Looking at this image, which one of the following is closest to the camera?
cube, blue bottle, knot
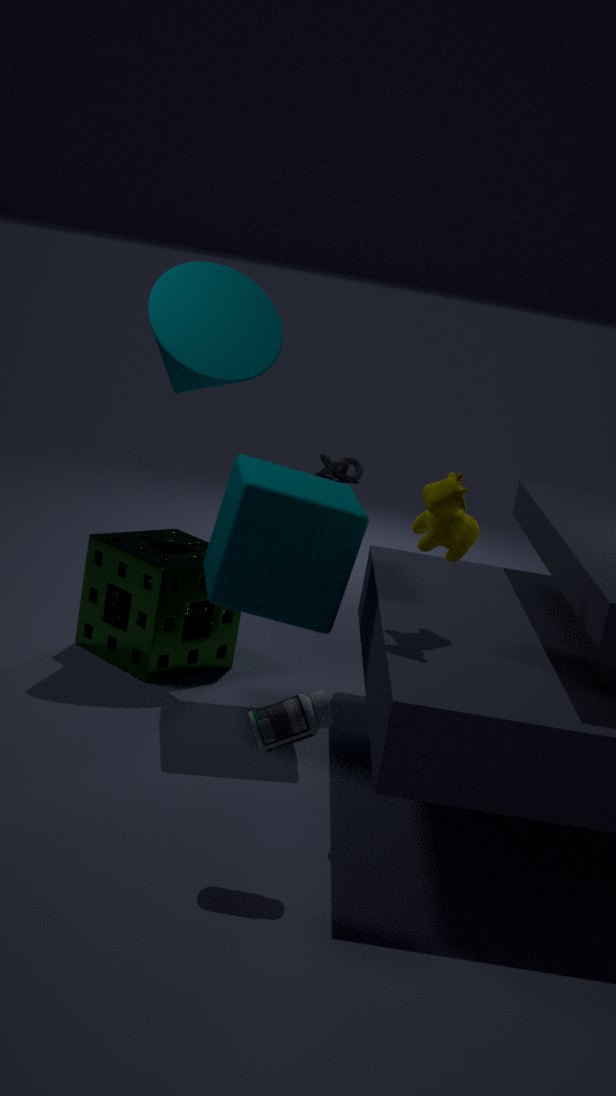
blue bottle
